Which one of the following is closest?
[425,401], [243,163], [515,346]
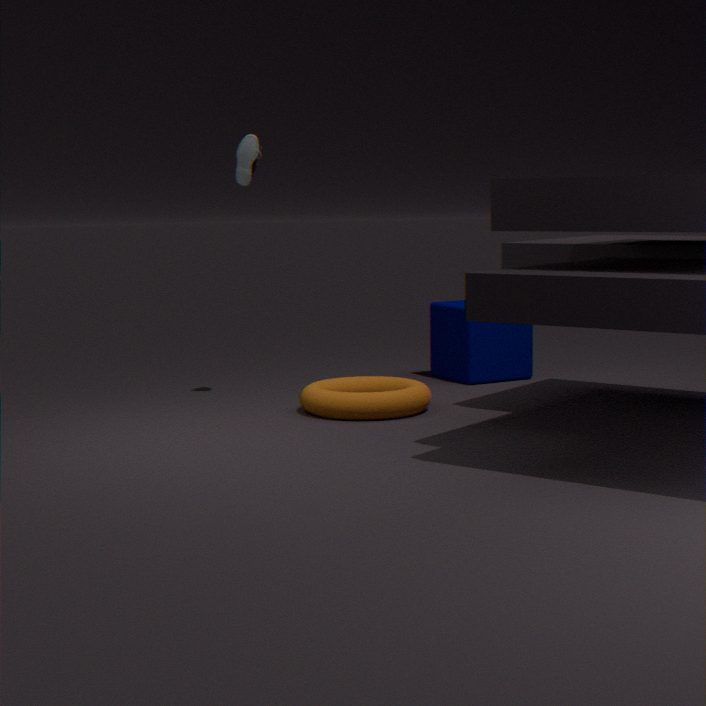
[425,401]
